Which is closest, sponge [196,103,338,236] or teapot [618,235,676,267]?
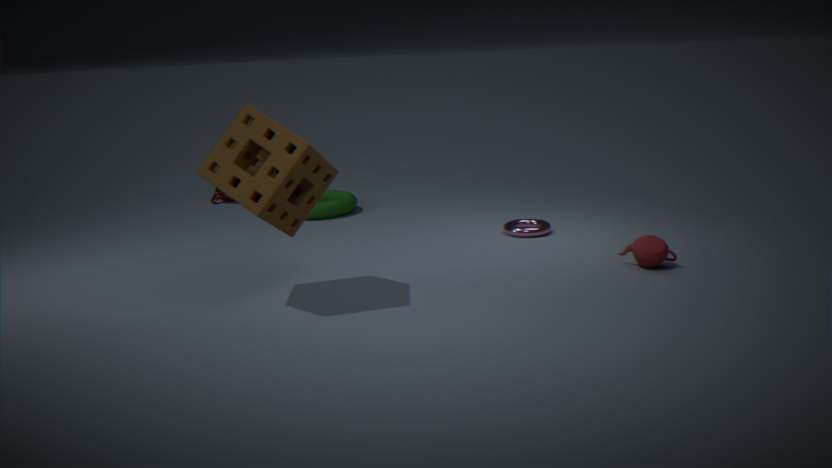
sponge [196,103,338,236]
